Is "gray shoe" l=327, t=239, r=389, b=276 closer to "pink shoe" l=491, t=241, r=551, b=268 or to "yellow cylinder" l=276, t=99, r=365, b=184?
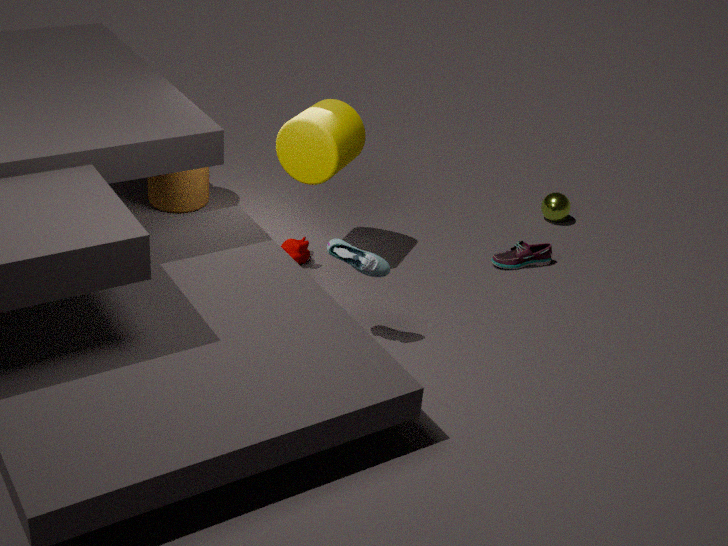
"yellow cylinder" l=276, t=99, r=365, b=184
